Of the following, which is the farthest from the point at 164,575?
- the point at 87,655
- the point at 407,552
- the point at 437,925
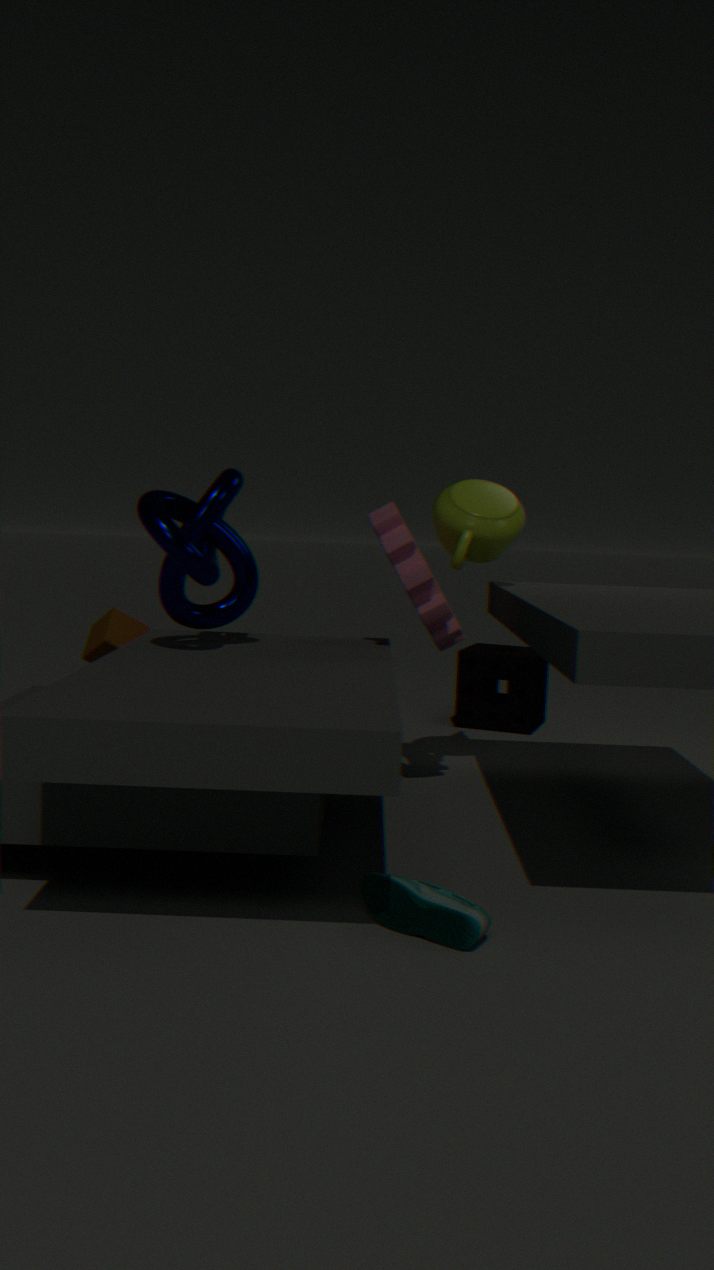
the point at 437,925
